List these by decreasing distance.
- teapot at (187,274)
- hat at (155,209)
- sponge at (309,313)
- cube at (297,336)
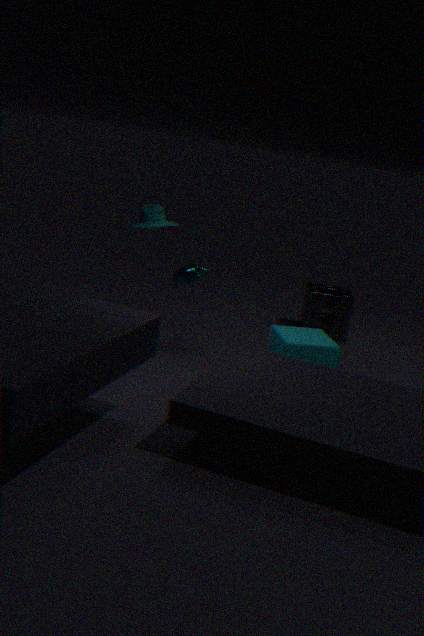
sponge at (309,313)
hat at (155,209)
cube at (297,336)
teapot at (187,274)
